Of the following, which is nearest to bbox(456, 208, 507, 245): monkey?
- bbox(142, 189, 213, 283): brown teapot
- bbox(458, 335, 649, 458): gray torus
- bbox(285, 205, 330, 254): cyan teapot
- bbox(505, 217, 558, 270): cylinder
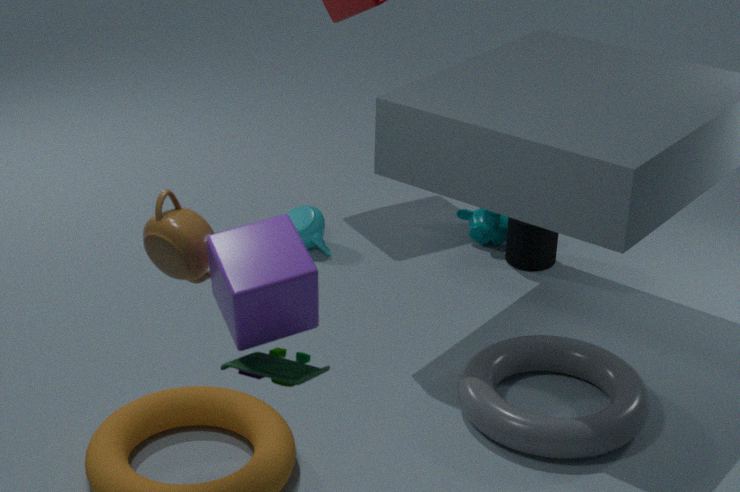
bbox(505, 217, 558, 270): cylinder
